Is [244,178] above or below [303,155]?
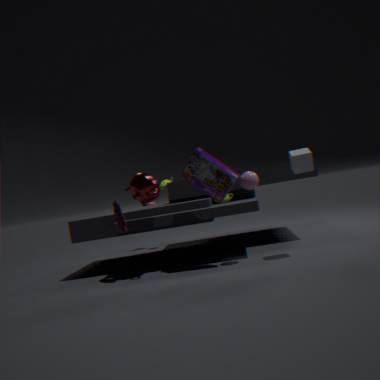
below
